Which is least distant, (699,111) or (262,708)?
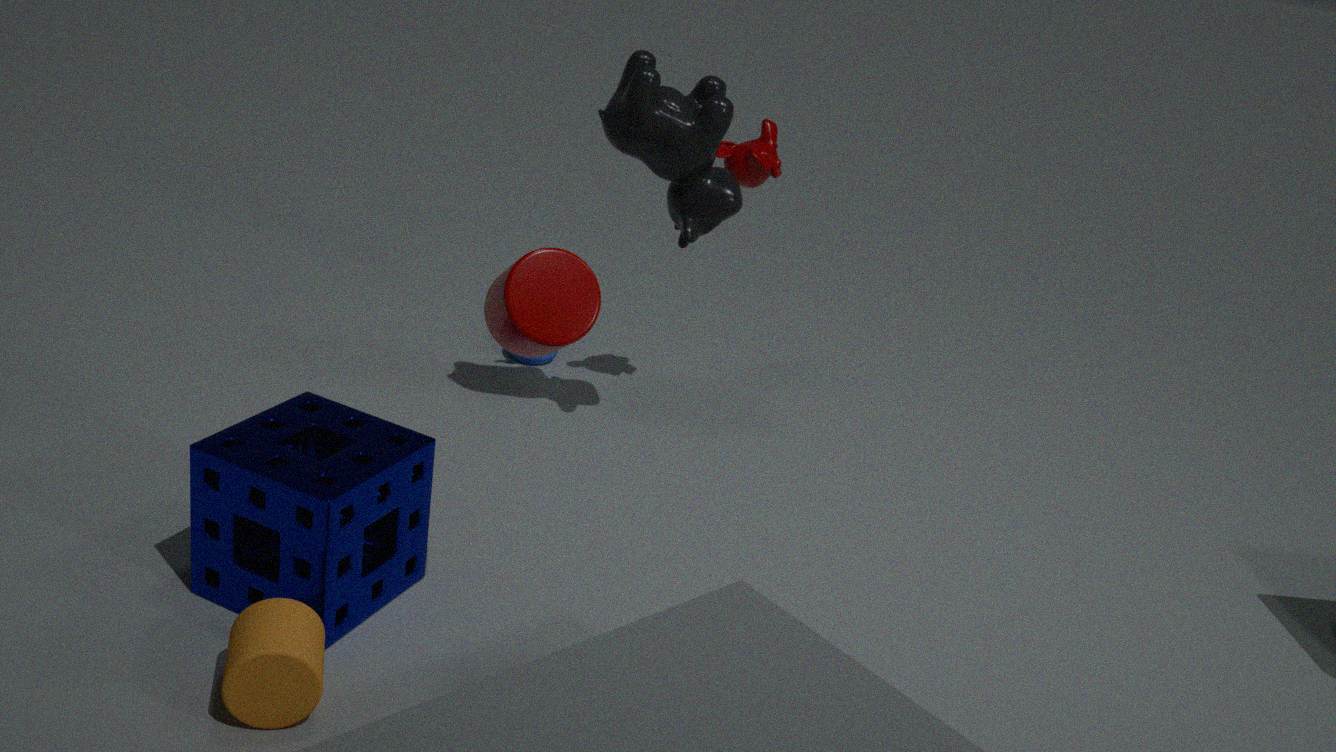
(262,708)
